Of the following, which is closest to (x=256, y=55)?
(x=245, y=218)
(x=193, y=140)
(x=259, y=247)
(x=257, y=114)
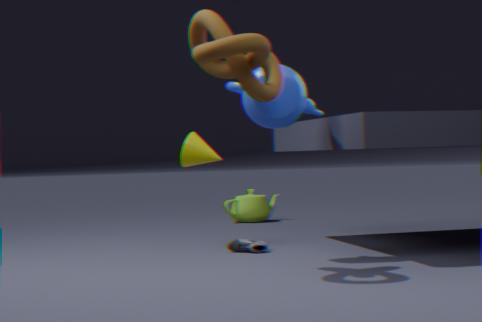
(x=257, y=114)
